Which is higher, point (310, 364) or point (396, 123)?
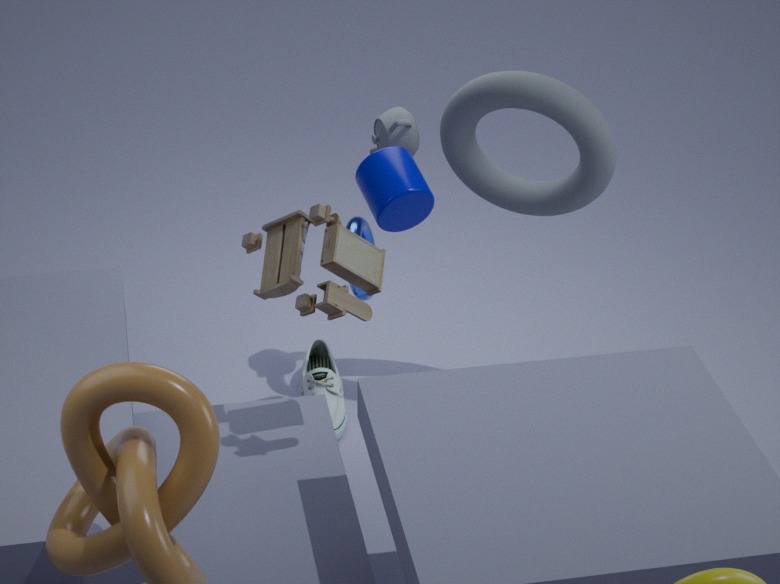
point (396, 123)
